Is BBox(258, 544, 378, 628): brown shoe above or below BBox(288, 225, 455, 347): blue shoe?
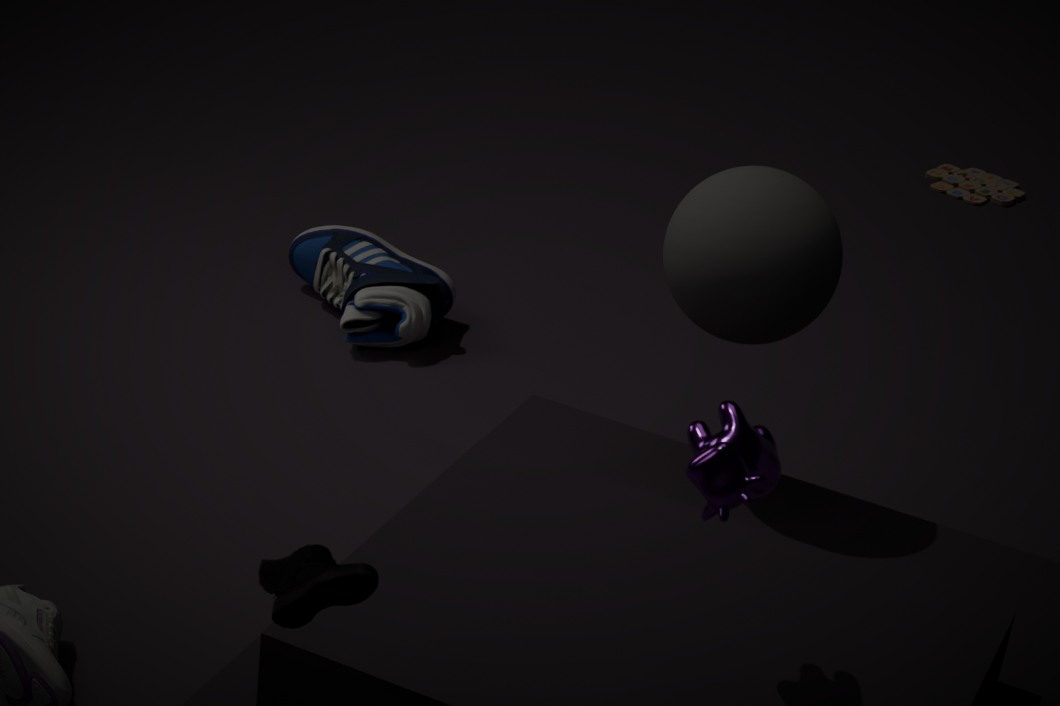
above
